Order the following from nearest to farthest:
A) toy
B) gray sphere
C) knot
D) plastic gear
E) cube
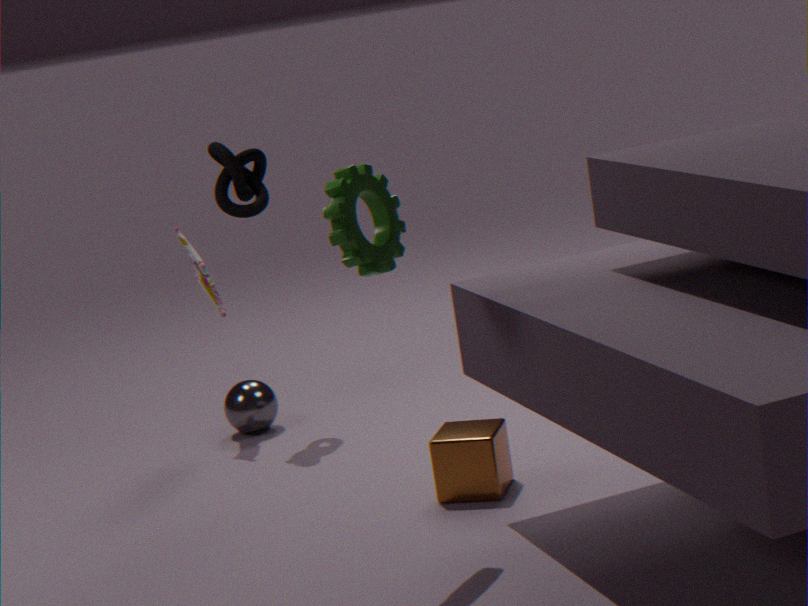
plastic gear → cube → knot → toy → gray sphere
